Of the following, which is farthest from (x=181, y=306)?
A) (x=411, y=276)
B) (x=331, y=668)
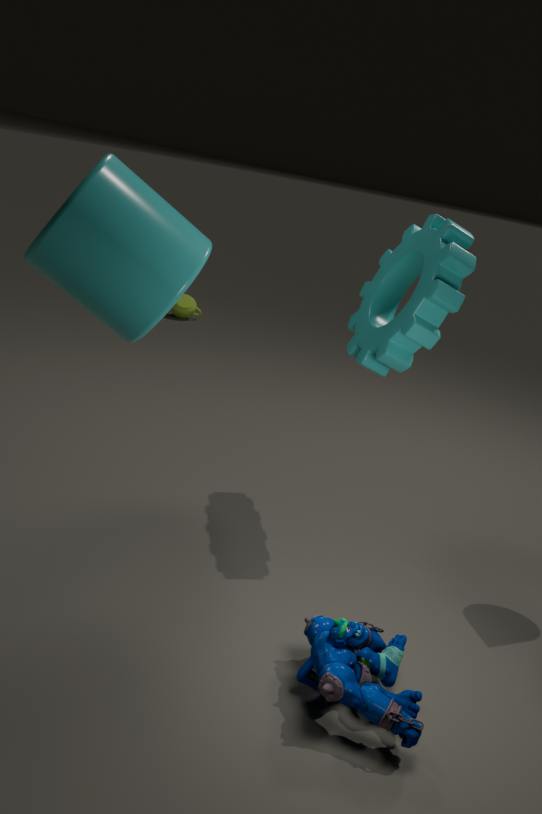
(x=331, y=668)
